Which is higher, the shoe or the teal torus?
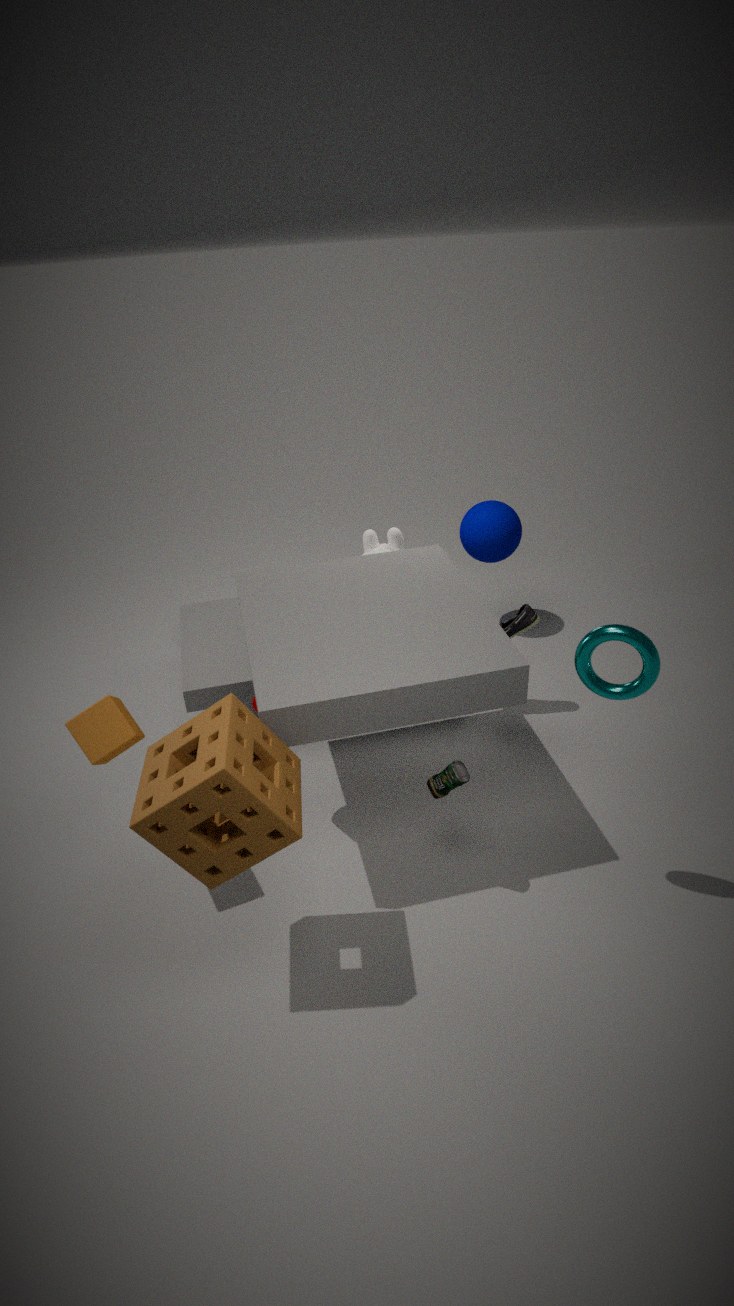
the teal torus
